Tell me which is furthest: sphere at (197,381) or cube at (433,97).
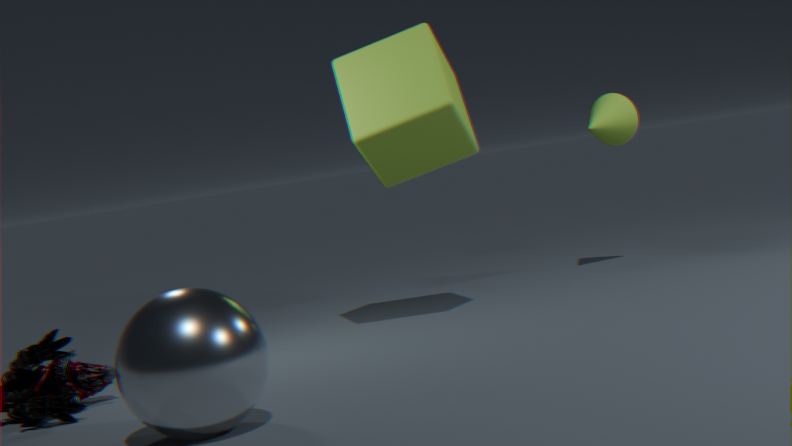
cube at (433,97)
